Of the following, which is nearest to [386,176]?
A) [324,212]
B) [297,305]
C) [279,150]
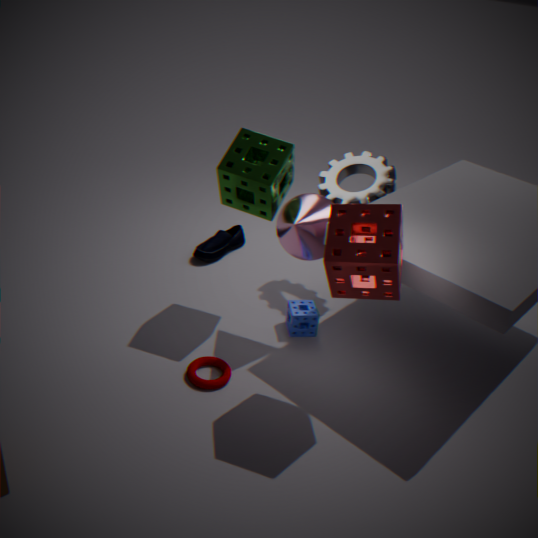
[324,212]
